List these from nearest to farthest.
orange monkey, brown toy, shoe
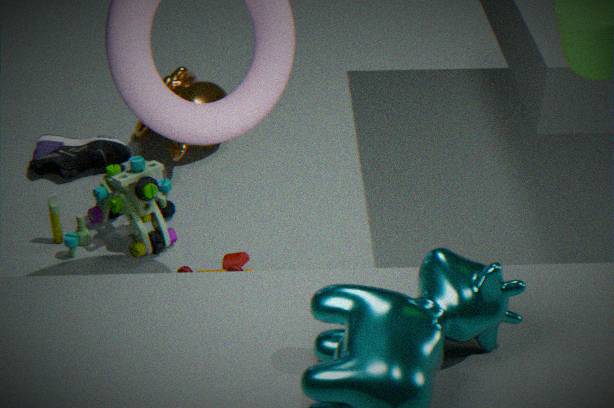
1. brown toy
2. shoe
3. orange monkey
